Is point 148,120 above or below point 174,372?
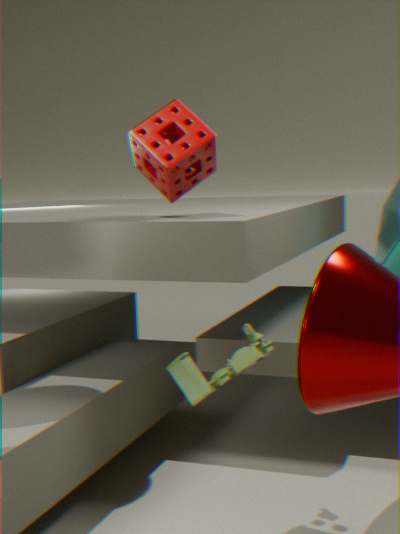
above
